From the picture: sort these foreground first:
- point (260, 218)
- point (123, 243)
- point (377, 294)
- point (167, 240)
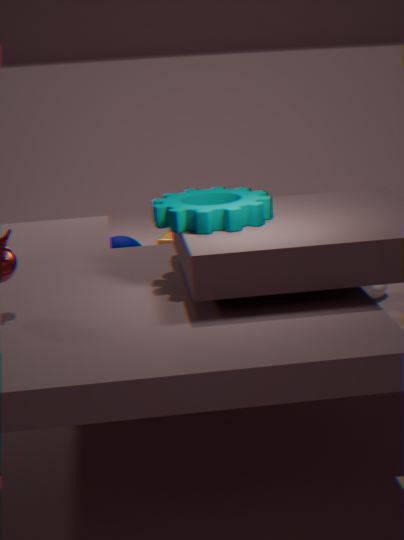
point (260, 218) → point (377, 294) → point (167, 240) → point (123, 243)
